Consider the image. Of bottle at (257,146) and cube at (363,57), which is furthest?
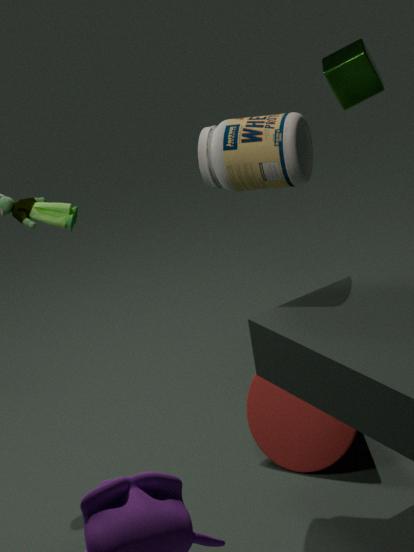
cube at (363,57)
